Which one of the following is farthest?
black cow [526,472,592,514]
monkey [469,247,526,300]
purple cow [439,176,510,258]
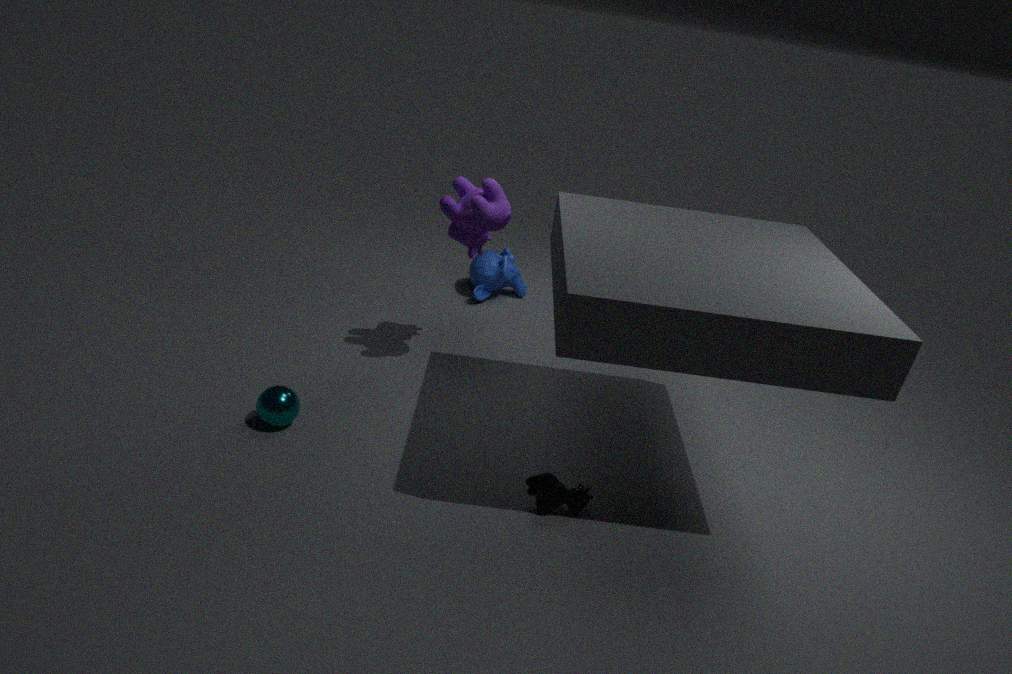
monkey [469,247,526,300]
